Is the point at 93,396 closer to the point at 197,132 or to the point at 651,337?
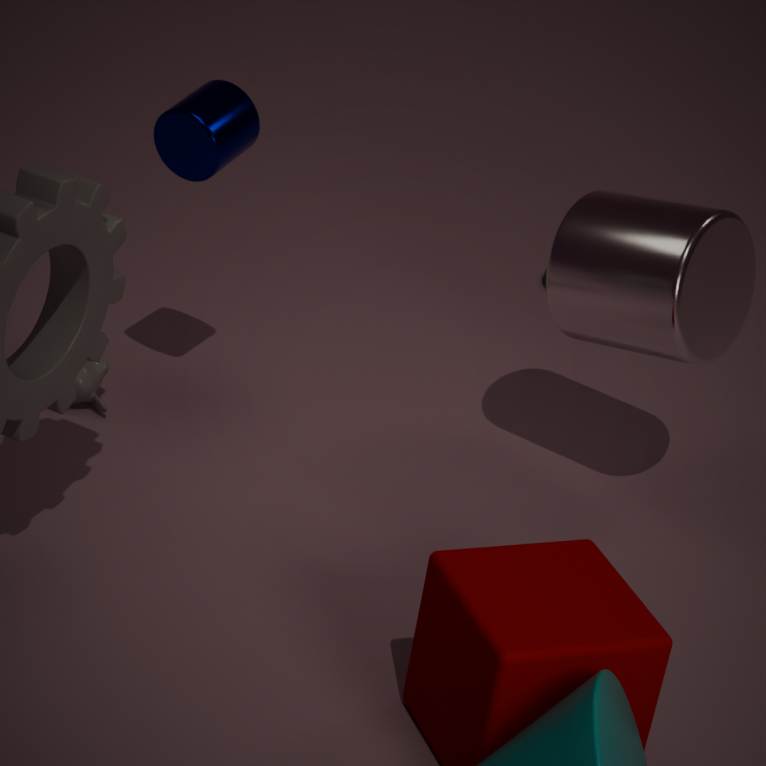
the point at 197,132
